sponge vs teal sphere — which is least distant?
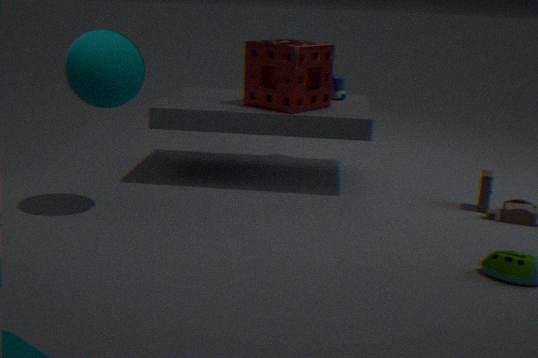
teal sphere
